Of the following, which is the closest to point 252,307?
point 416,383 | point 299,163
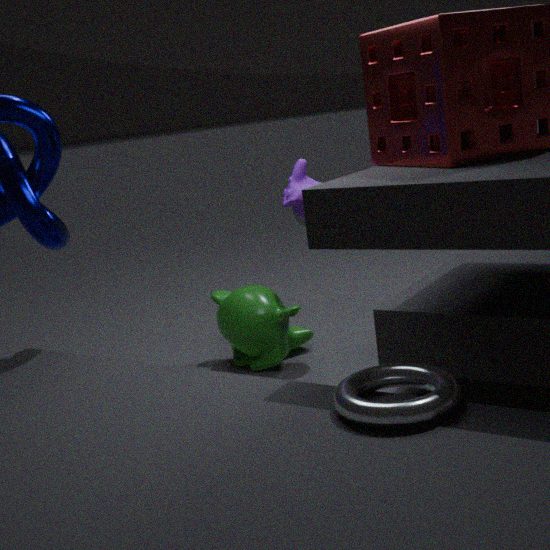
point 299,163
